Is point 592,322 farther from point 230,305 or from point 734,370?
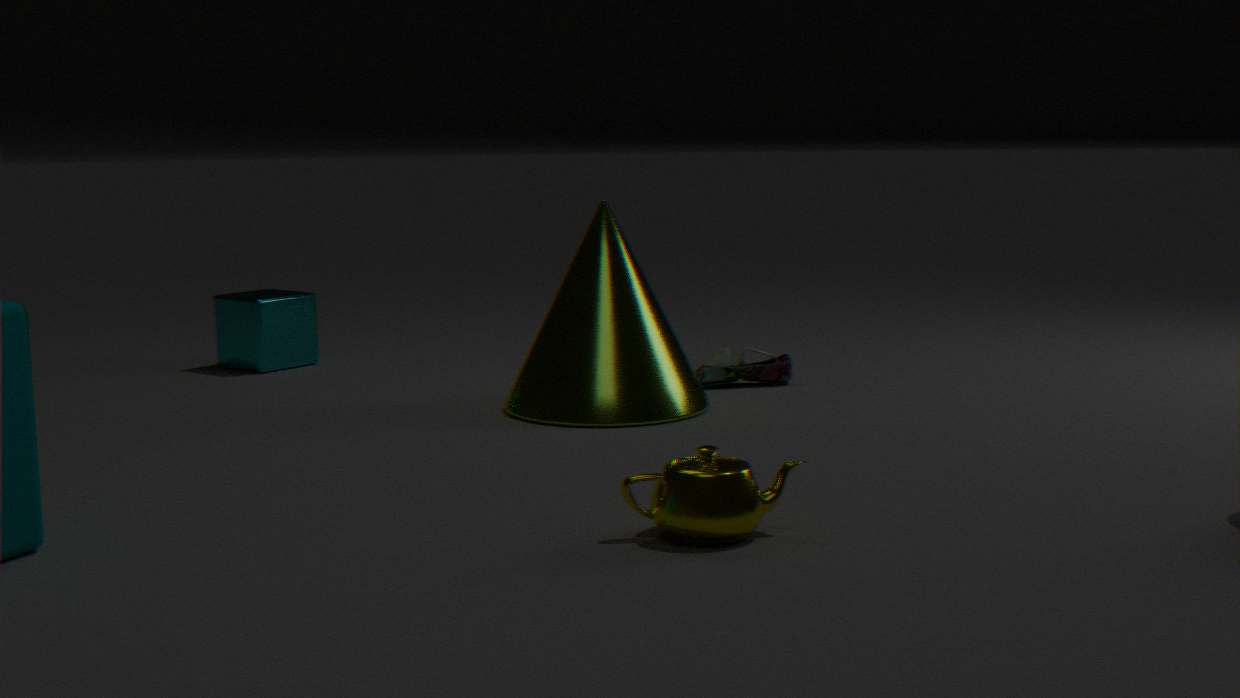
point 230,305
